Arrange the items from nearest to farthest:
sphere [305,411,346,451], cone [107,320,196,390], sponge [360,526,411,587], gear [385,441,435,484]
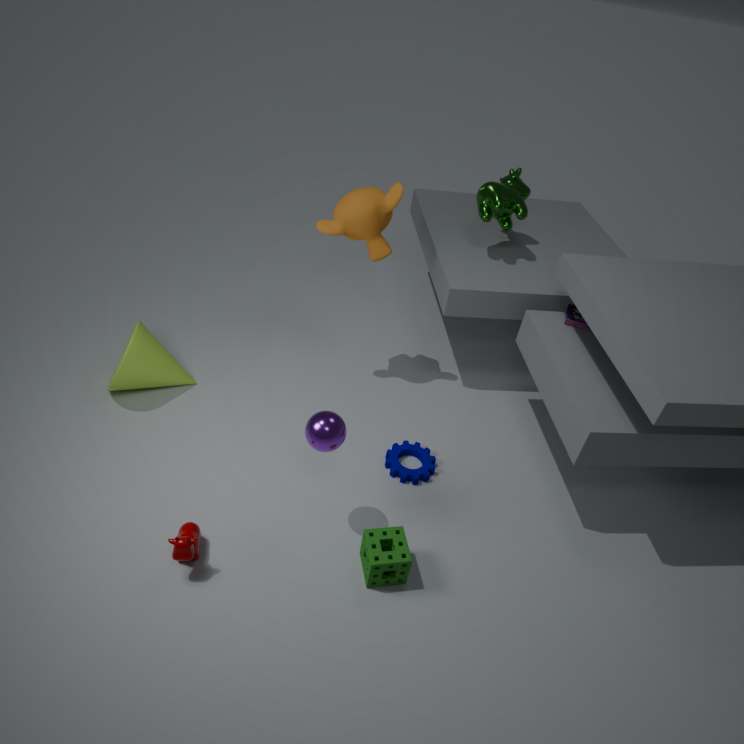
sphere [305,411,346,451] → sponge [360,526,411,587] → gear [385,441,435,484] → cone [107,320,196,390]
